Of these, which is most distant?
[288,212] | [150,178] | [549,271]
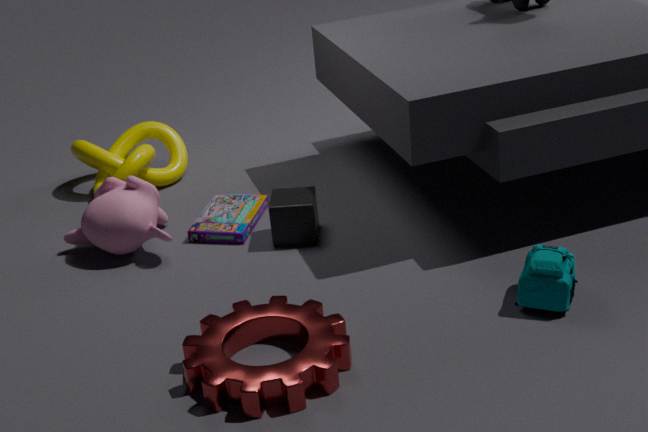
[150,178]
